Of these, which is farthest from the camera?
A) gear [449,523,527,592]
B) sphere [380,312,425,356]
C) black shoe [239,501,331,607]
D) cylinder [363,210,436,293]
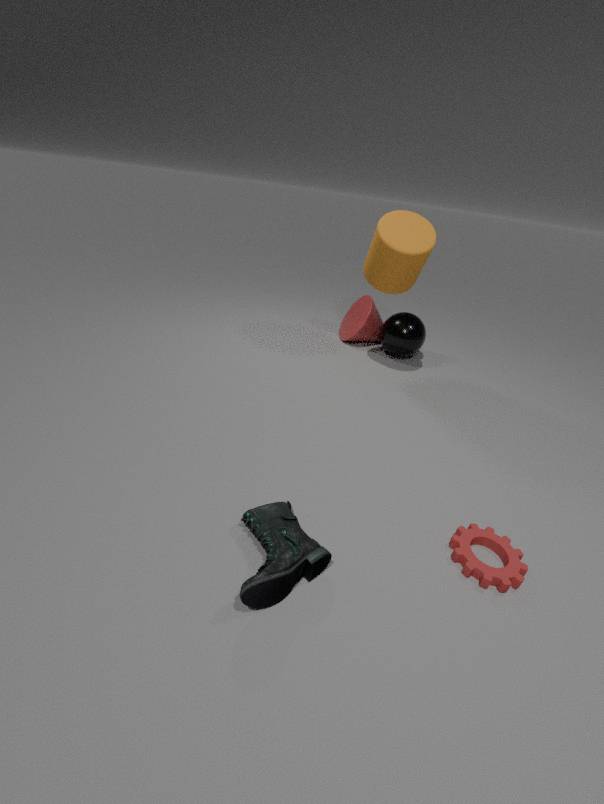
sphere [380,312,425,356]
